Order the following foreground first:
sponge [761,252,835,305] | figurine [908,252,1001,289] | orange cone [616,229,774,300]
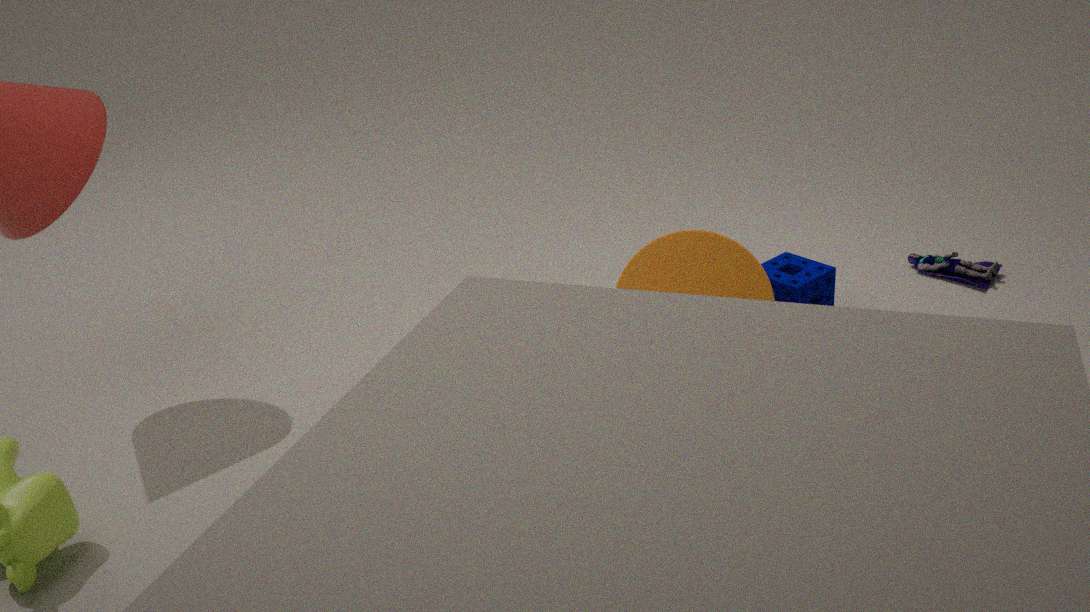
orange cone [616,229,774,300] < sponge [761,252,835,305] < figurine [908,252,1001,289]
